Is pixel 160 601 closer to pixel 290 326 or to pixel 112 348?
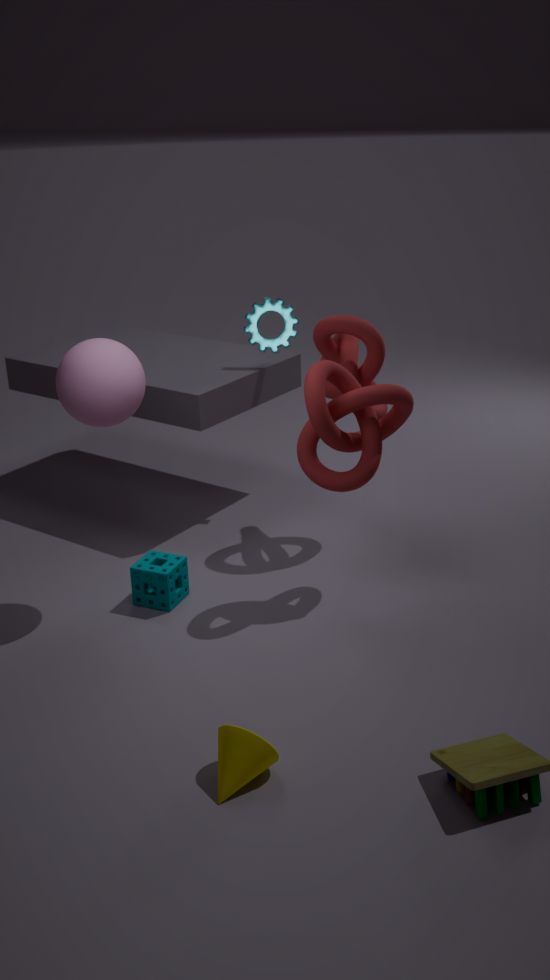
pixel 112 348
